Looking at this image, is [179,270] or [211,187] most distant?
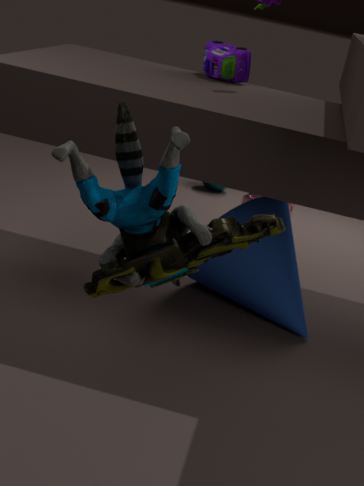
[211,187]
